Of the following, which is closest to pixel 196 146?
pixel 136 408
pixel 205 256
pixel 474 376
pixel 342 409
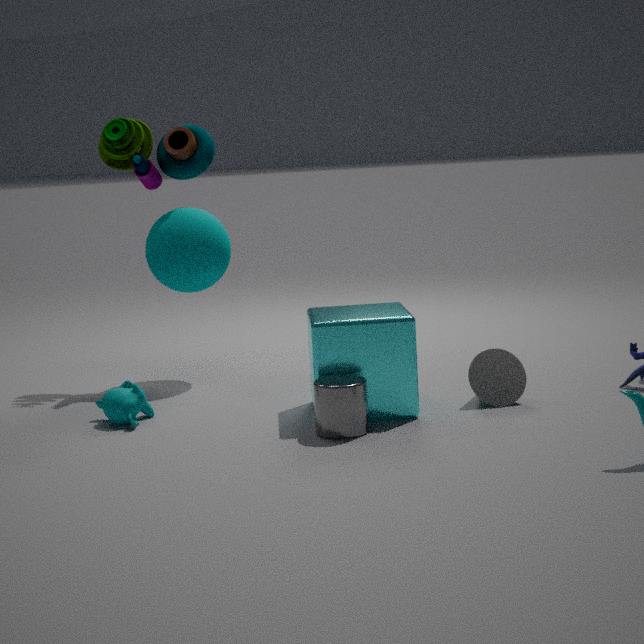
pixel 205 256
